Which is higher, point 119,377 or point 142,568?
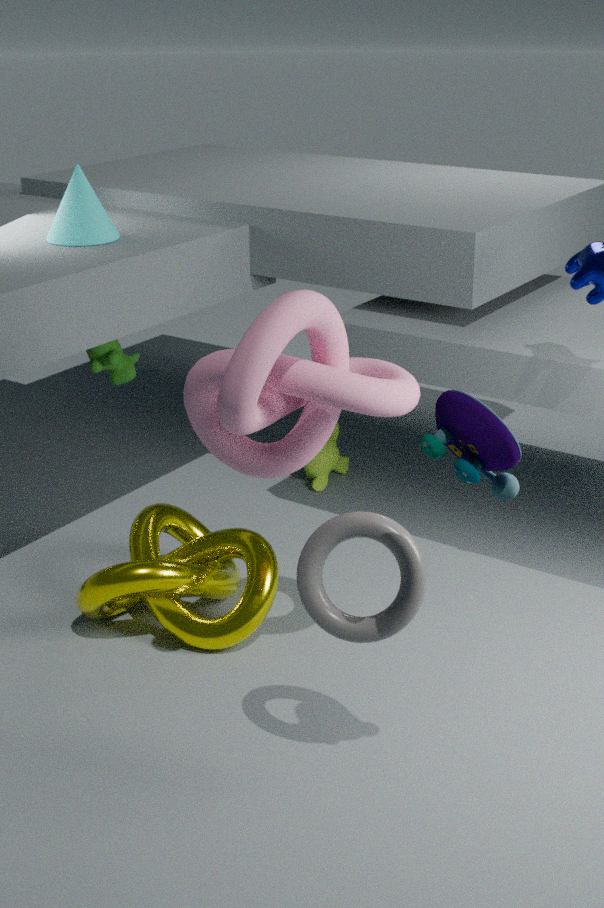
point 119,377
